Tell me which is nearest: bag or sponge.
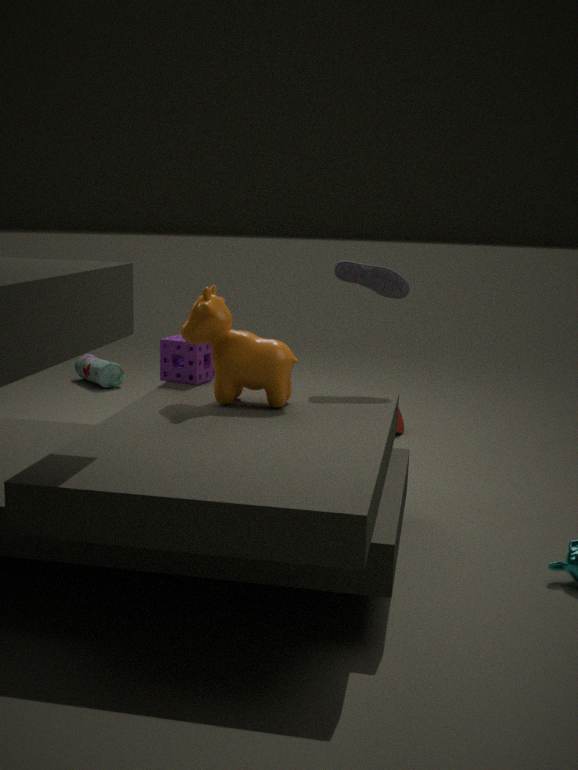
sponge
